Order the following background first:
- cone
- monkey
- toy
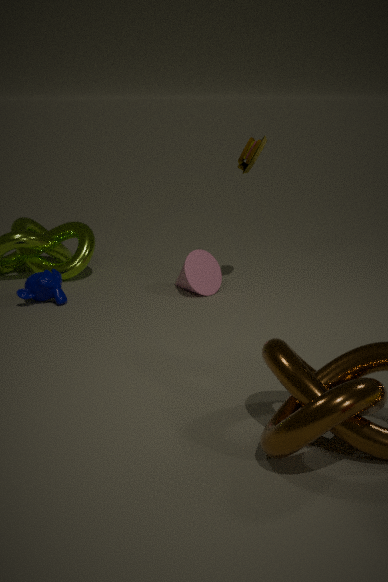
cone < toy < monkey
